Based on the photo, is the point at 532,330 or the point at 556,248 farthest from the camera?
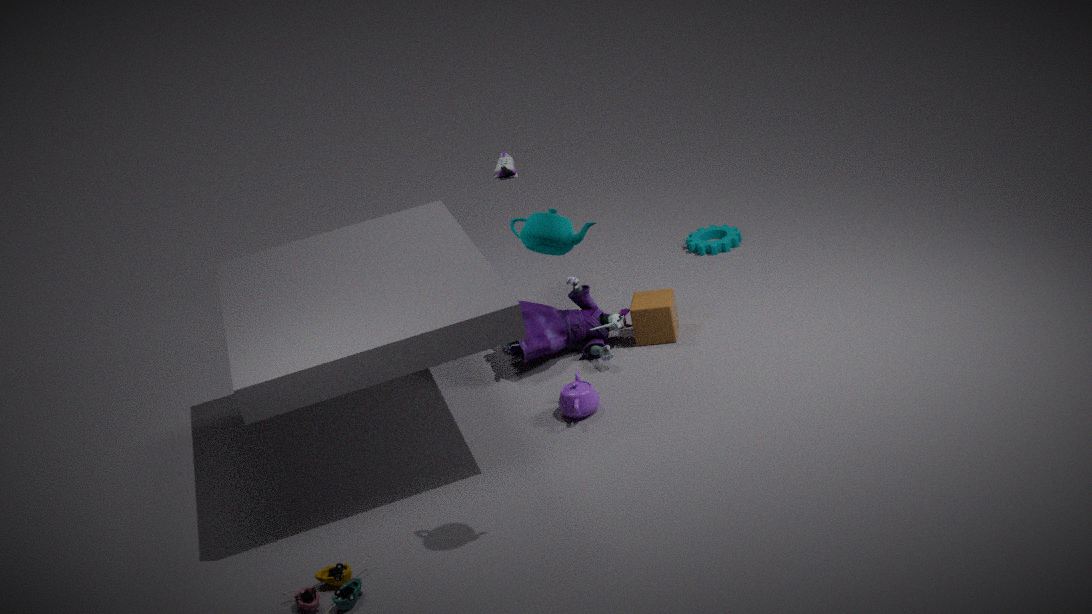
the point at 532,330
